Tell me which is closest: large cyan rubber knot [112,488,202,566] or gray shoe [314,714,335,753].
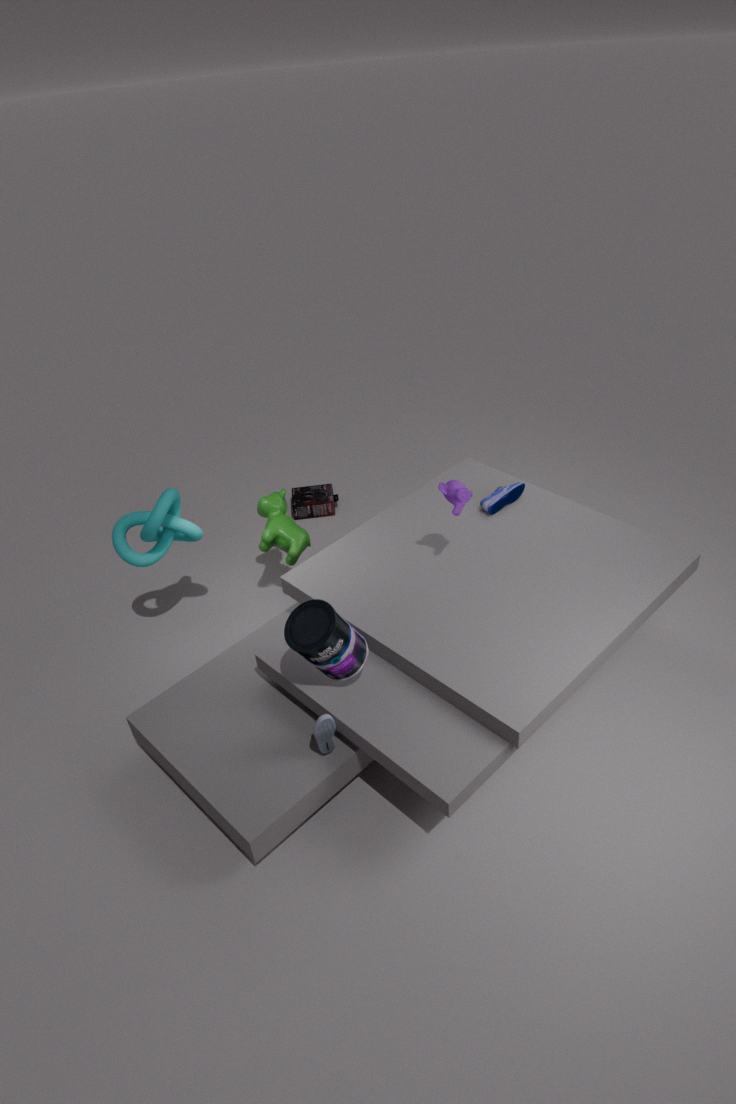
gray shoe [314,714,335,753]
